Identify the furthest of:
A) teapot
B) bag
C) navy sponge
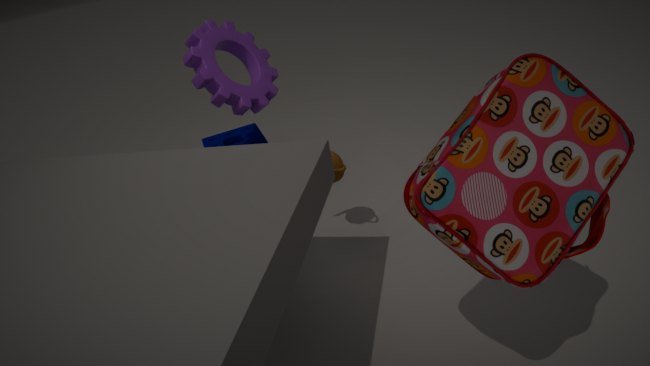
navy sponge
